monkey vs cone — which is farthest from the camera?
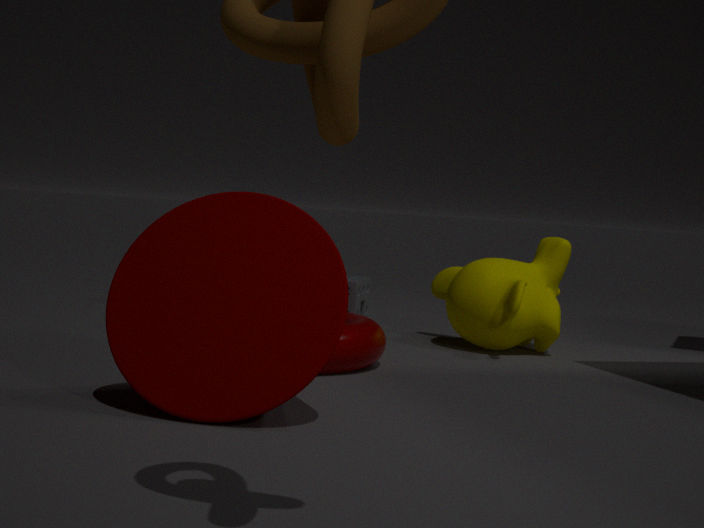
monkey
